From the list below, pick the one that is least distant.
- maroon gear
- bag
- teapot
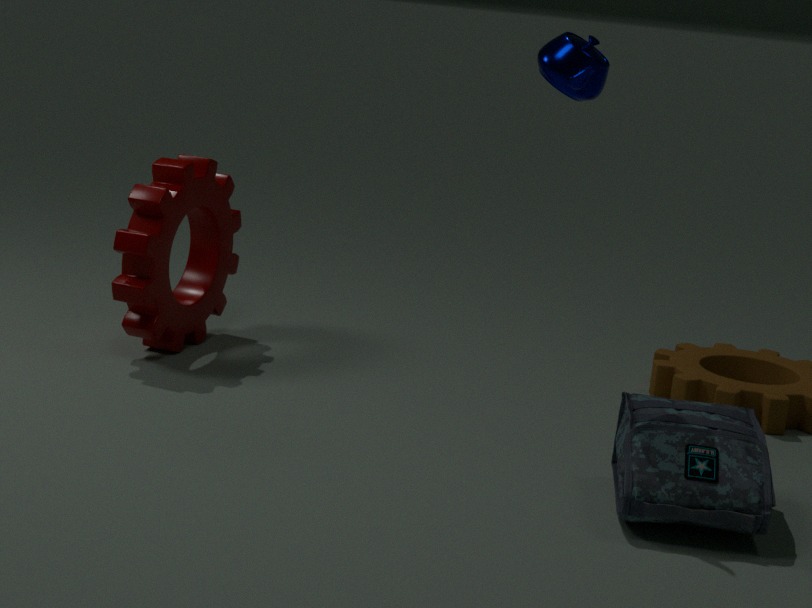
bag
